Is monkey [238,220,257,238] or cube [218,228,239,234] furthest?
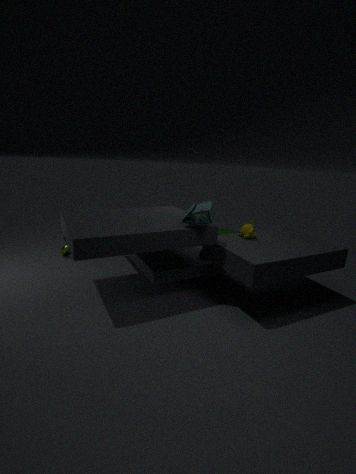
cube [218,228,239,234]
